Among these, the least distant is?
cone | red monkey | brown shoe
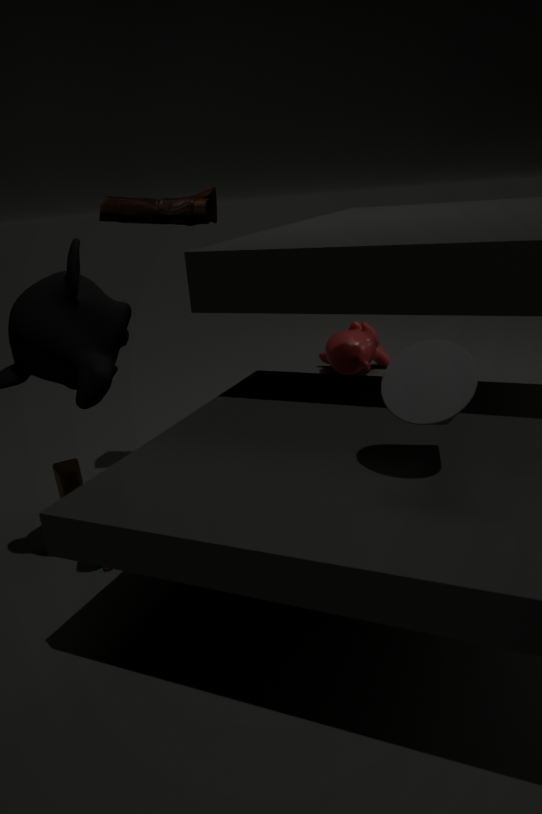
cone
